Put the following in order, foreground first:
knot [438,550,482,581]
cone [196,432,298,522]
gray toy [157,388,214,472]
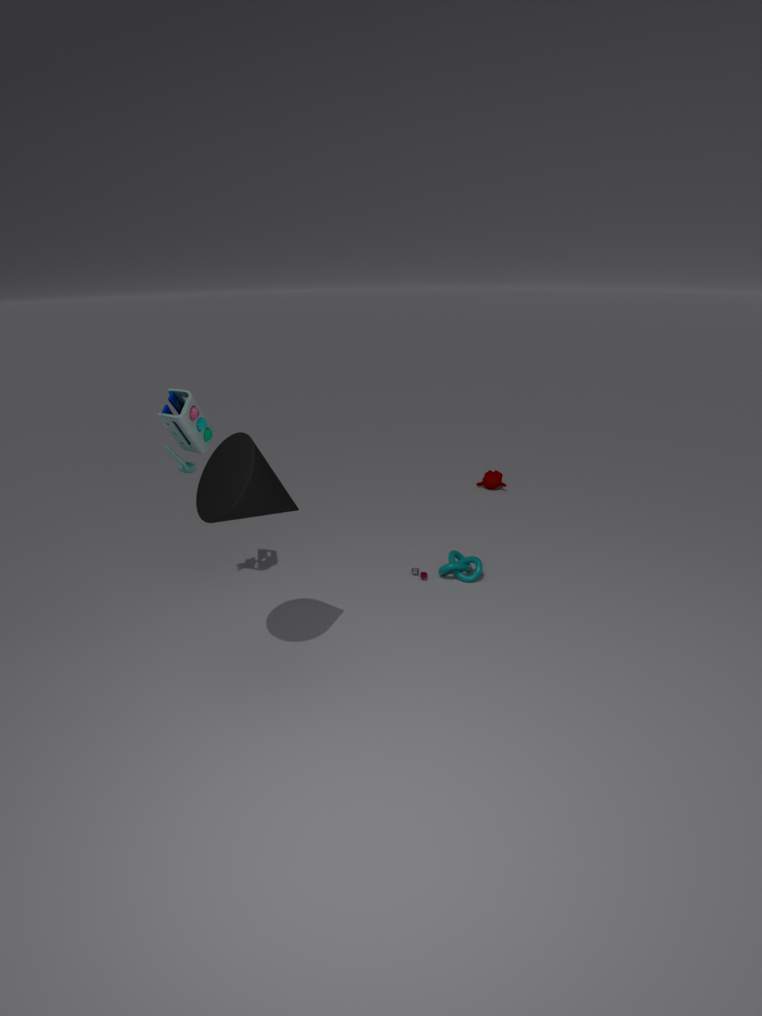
1. cone [196,432,298,522]
2. gray toy [157,388,214,472]
3. knot [438,550,482,581]
